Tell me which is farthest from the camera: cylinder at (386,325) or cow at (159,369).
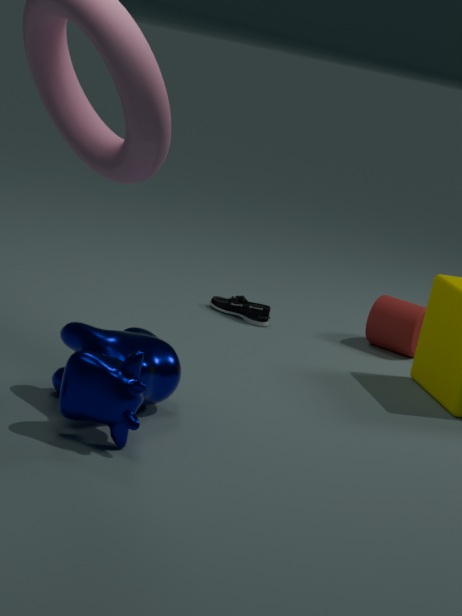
cylinder at (386,325)
